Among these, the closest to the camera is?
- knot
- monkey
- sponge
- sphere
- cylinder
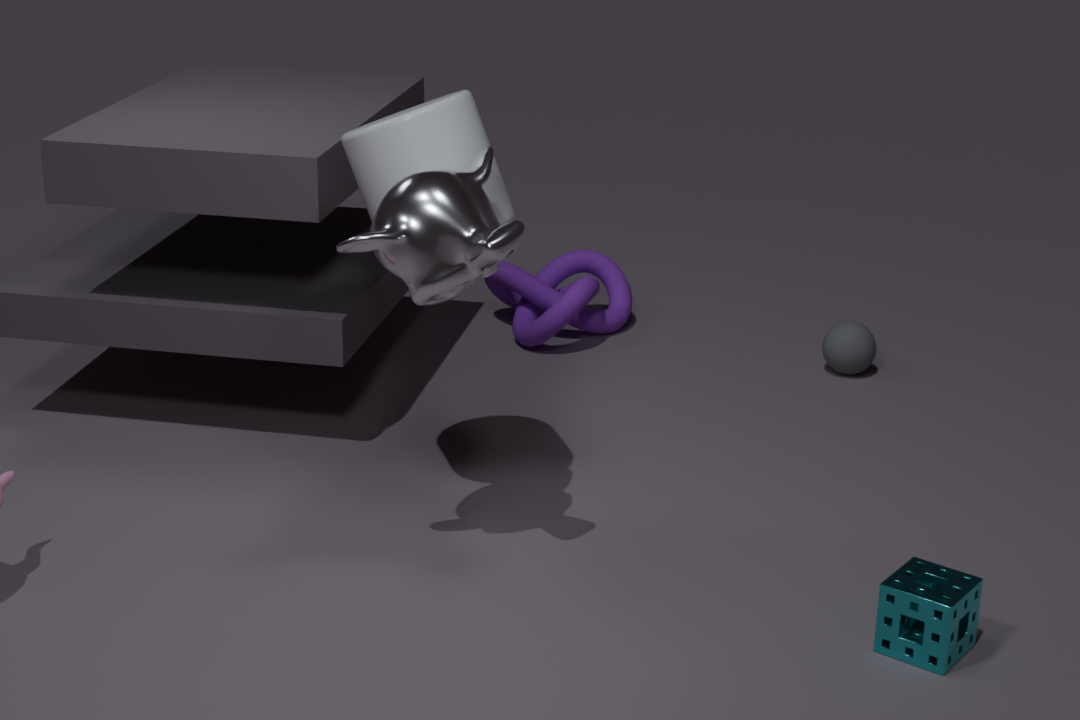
sponge
